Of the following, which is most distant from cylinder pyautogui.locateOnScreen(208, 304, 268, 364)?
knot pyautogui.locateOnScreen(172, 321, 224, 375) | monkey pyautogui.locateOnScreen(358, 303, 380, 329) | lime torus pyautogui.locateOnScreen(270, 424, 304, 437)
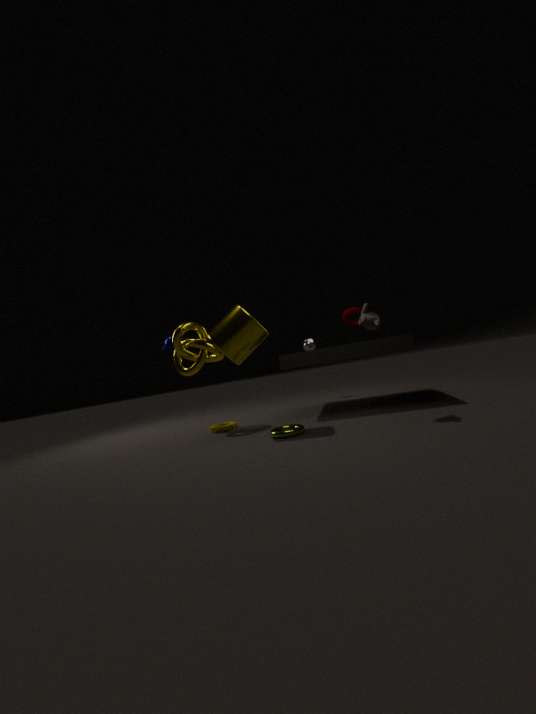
monkey pyautogui.locateOnScreen(358, 303, 380, 329)
